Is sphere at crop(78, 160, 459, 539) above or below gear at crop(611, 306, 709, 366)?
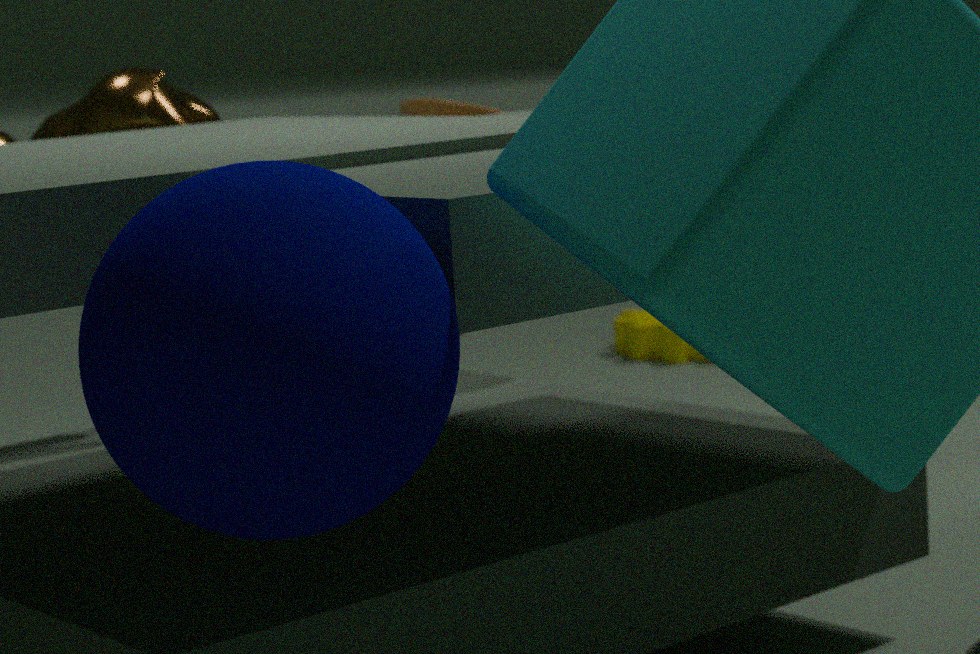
above
